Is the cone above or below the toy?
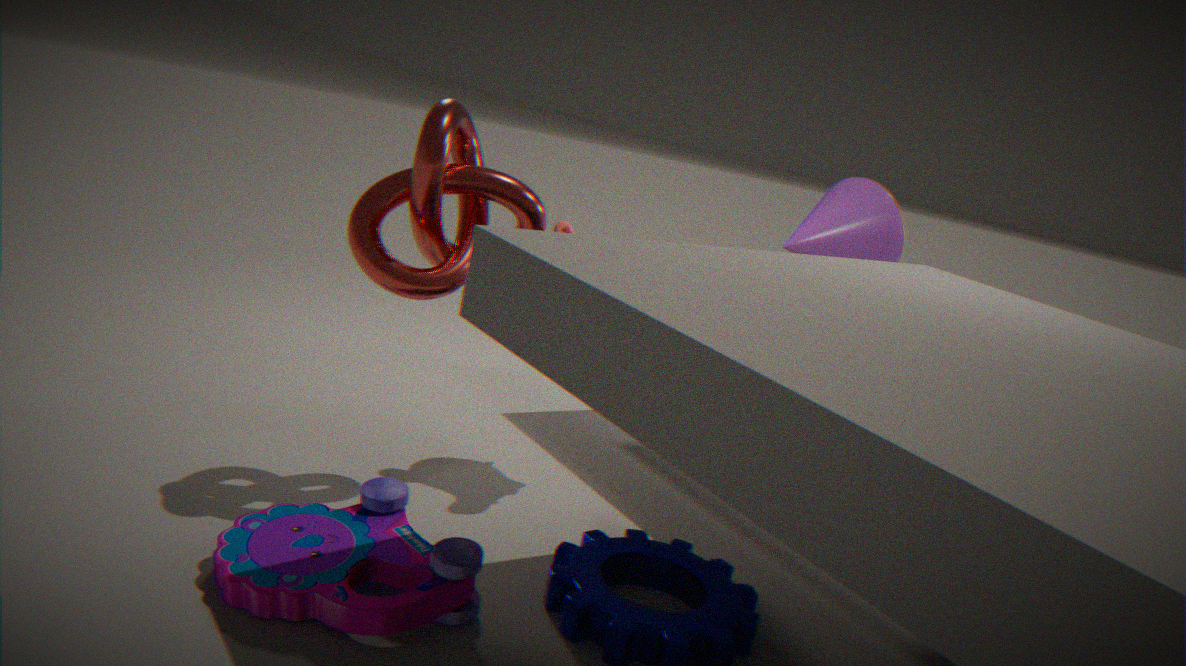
above
